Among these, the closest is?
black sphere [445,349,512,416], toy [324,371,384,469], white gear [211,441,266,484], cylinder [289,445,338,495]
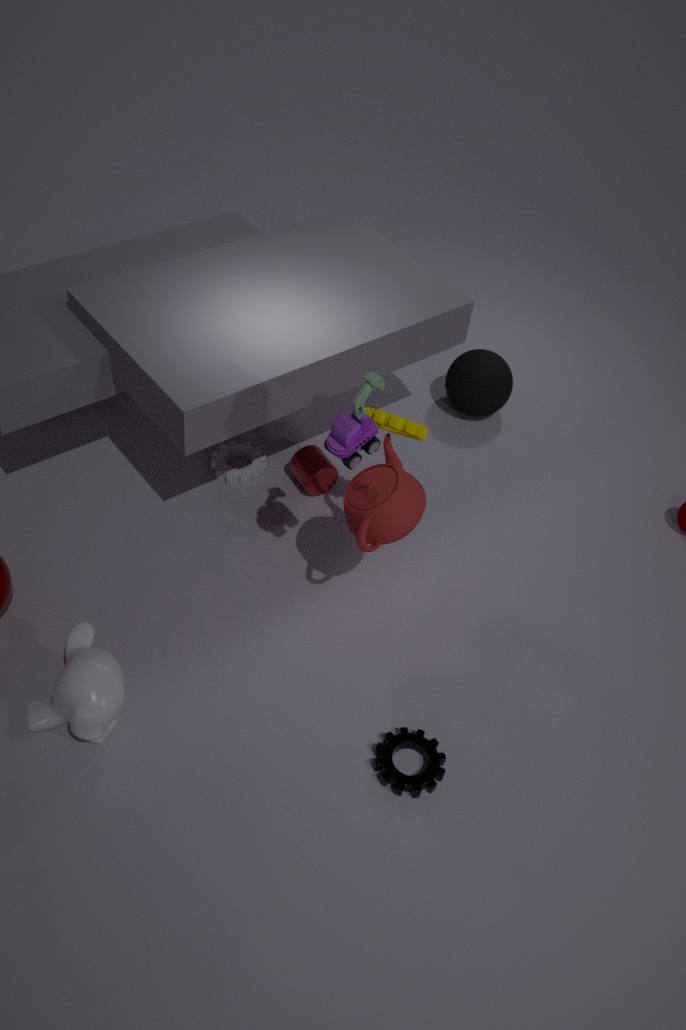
toy [324,371,384,469]
